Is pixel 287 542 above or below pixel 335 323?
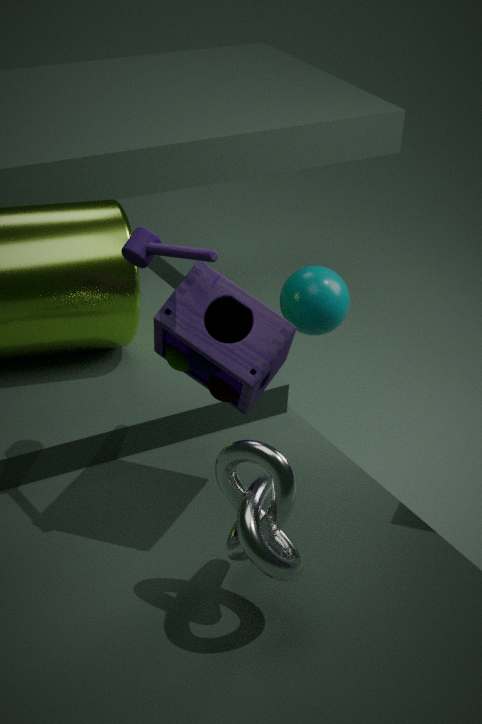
above
